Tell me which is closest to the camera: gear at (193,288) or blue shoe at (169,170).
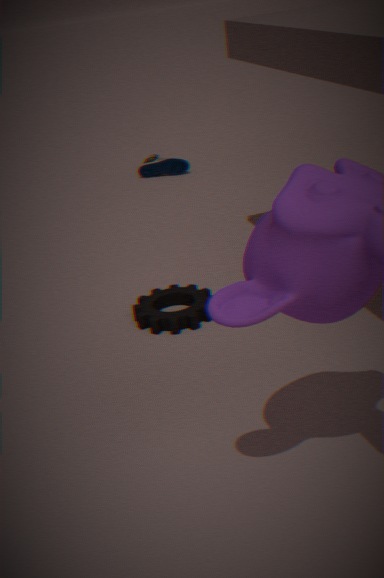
gear at (193,288)
